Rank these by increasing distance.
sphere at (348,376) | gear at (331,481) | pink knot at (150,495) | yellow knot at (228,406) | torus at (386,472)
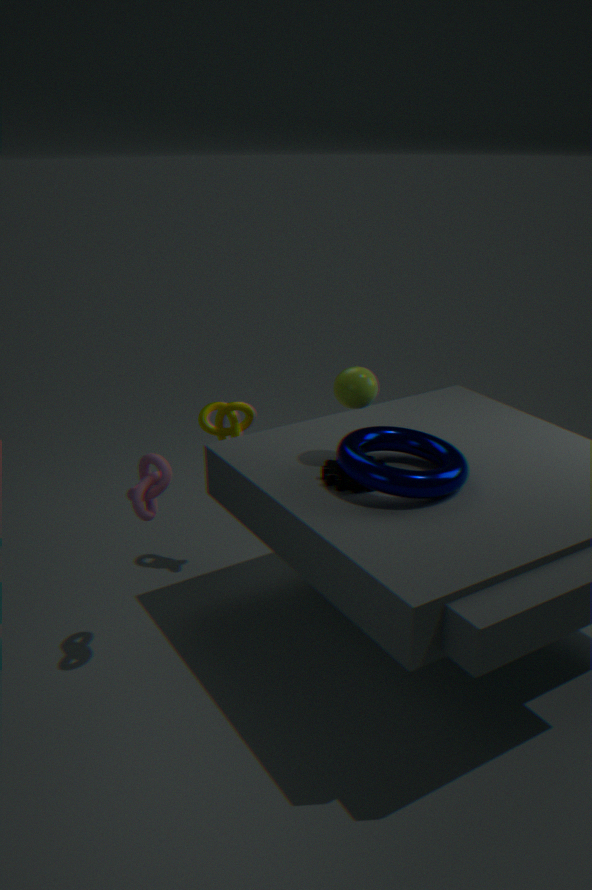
1. torus at (386,472)
2. pink knot at (150,495)
3. gear at (331,481)
4. sphere at (348,376)
5. yellow knot at (228,406)
